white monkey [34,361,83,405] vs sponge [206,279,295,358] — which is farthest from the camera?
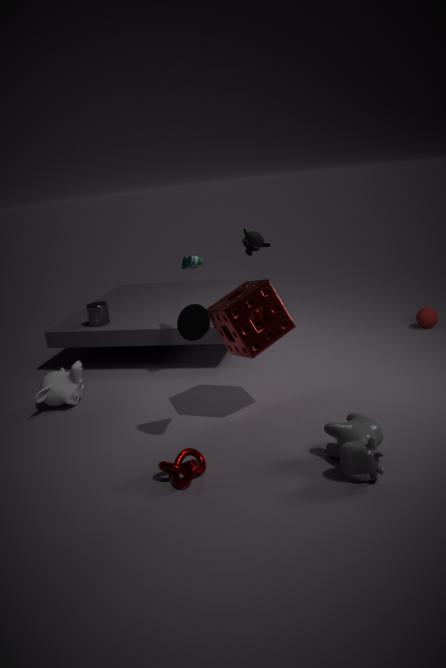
white monkey [34,361,83,405]
